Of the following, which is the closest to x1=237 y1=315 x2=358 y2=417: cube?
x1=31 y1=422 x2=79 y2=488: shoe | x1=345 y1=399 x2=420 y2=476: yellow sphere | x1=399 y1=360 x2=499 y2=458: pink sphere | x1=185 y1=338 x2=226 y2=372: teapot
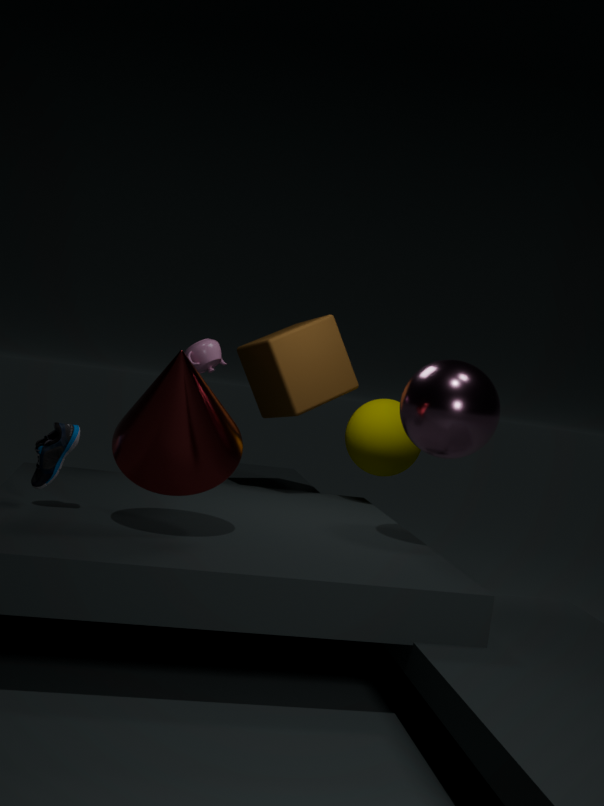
x1=345 y1=399 x2=420 y2=476: yellow sphere
